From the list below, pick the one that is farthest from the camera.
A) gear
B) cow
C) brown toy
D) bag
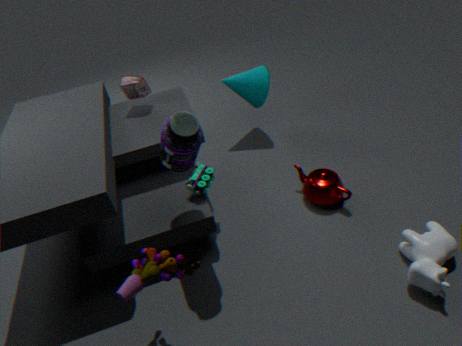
bag
